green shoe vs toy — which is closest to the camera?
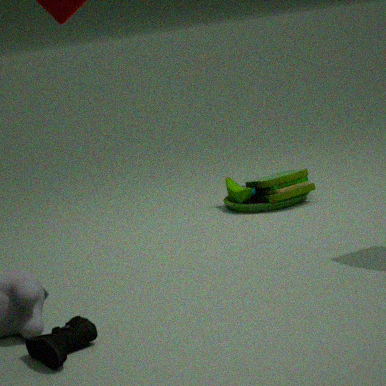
green shoe
